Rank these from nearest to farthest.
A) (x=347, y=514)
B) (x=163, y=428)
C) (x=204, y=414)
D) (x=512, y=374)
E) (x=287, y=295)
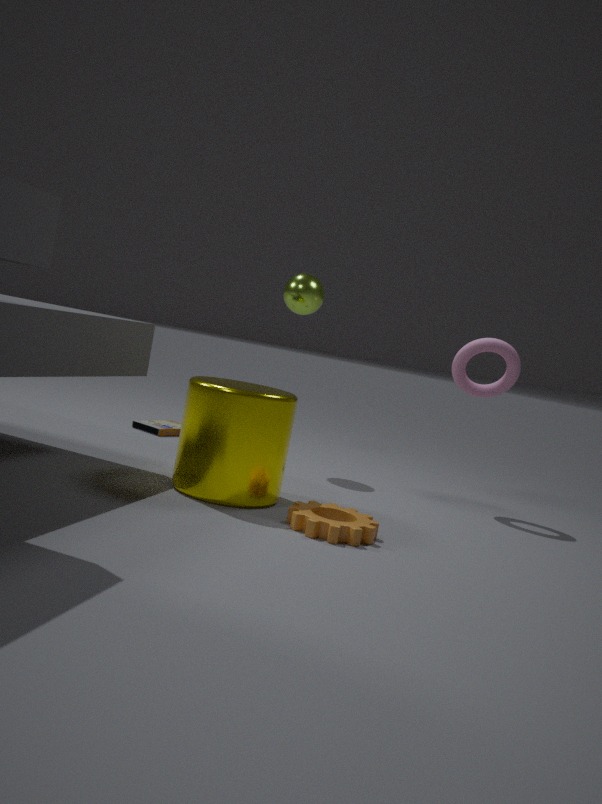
(x=204, y=414) → (x=347, y=514) → (x=512, y=374) → (x=287, y=295) → (x=163, y=428)
